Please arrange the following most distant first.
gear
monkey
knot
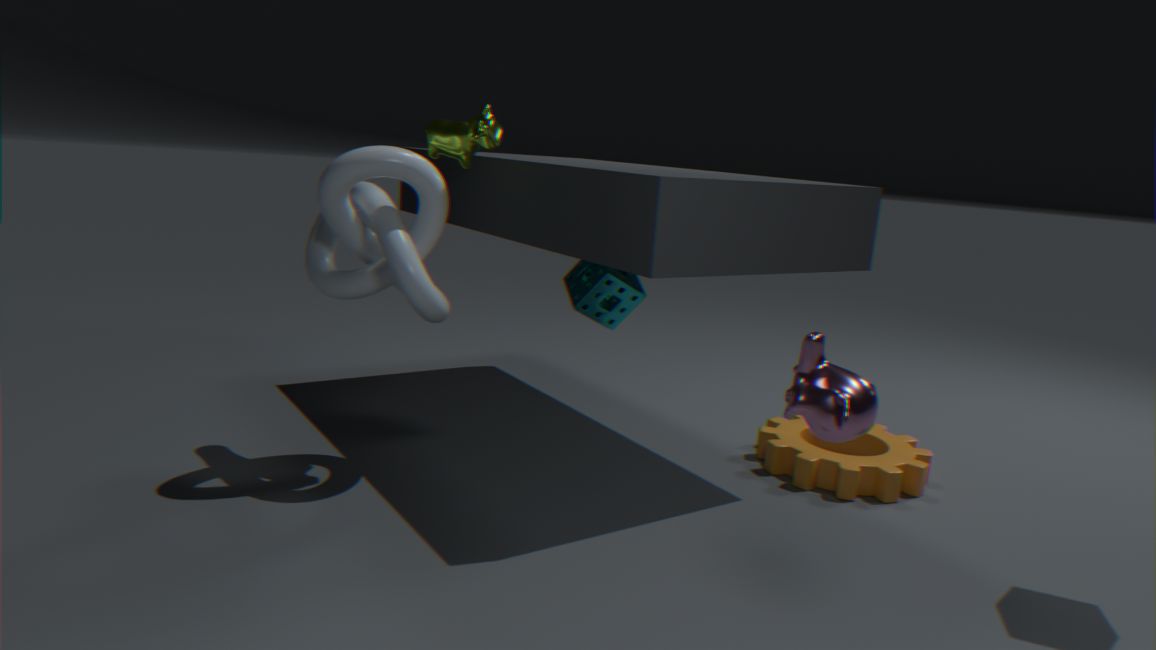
A: gear < knot < monkey
